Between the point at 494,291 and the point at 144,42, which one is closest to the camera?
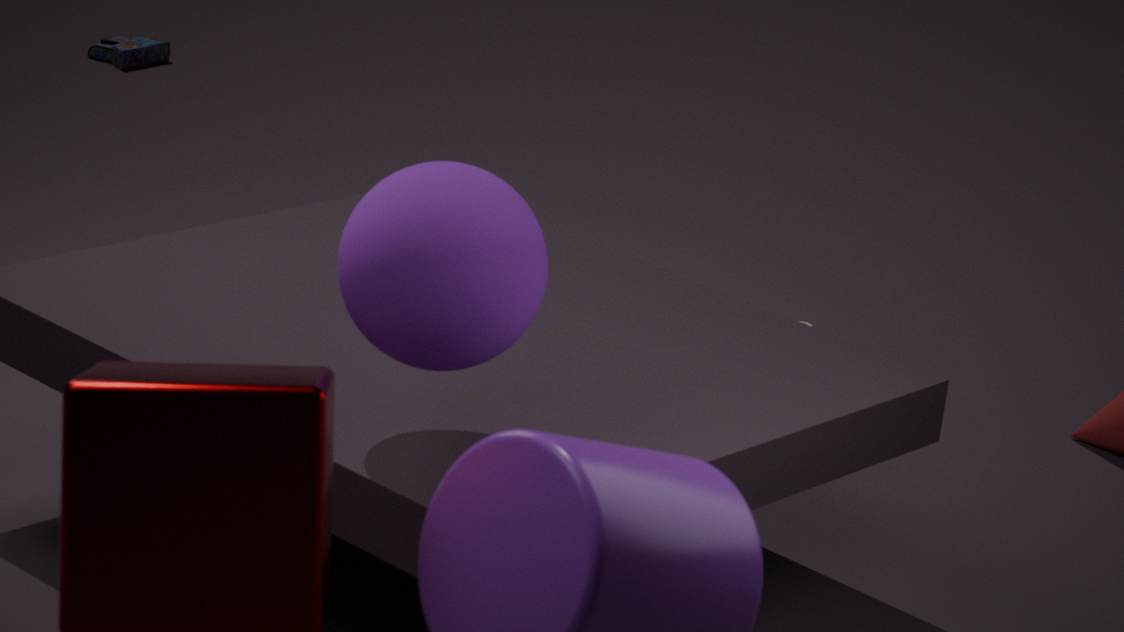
the point at 494,291
